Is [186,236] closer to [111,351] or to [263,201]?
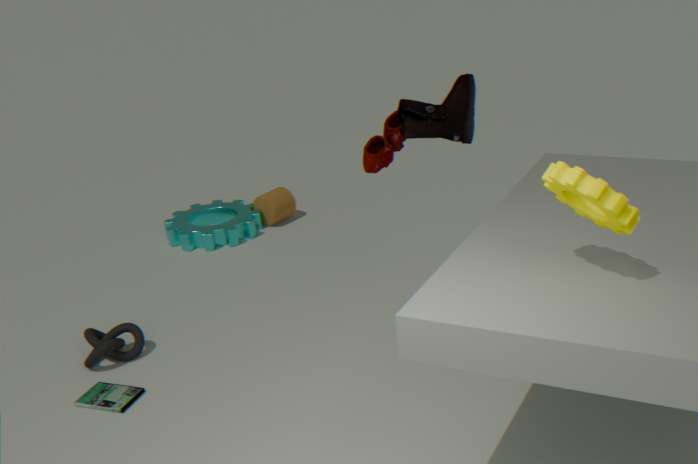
[263,201]
